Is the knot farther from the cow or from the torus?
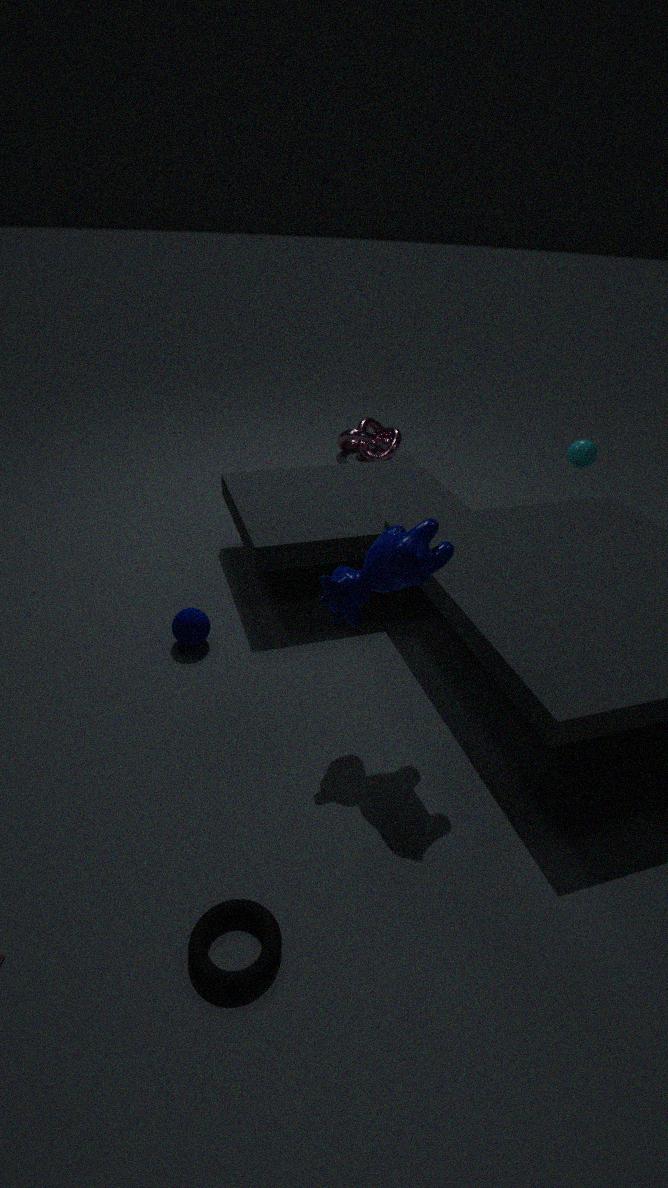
the torus
